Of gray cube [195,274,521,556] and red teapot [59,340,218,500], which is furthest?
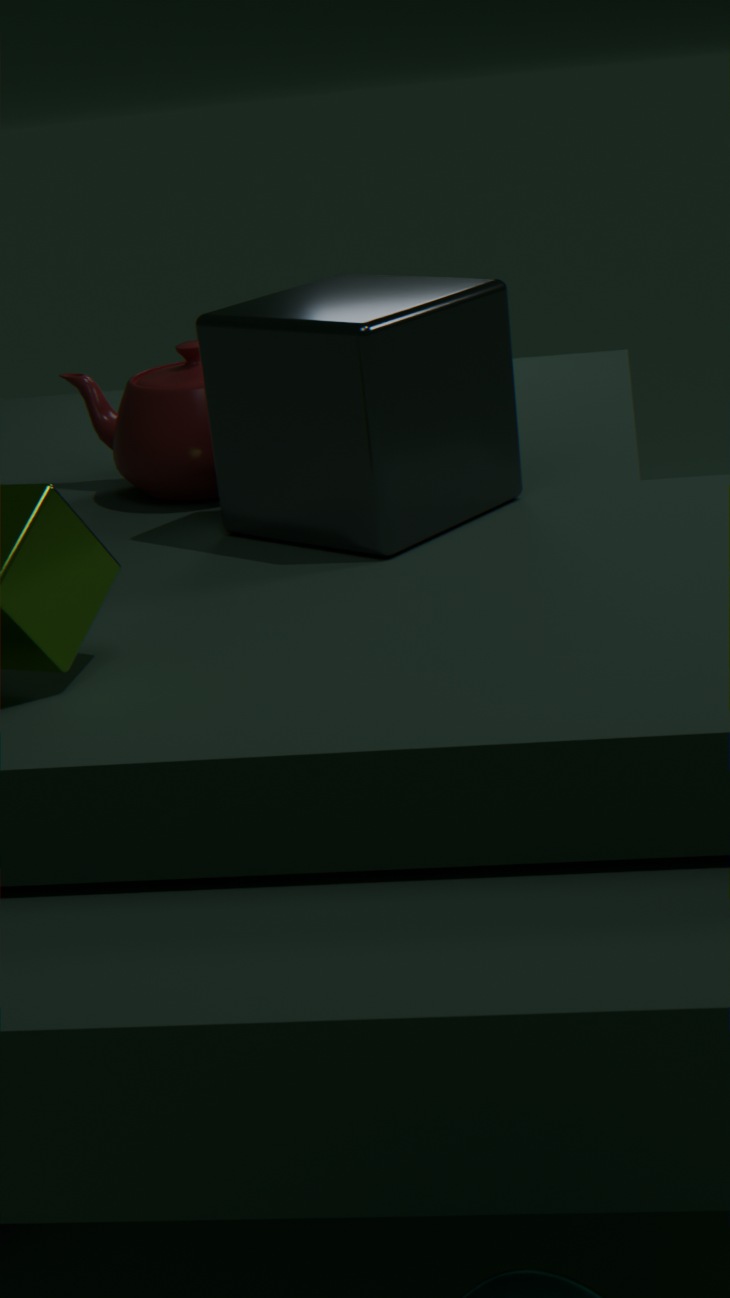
red teapot [59,340,218,500]
